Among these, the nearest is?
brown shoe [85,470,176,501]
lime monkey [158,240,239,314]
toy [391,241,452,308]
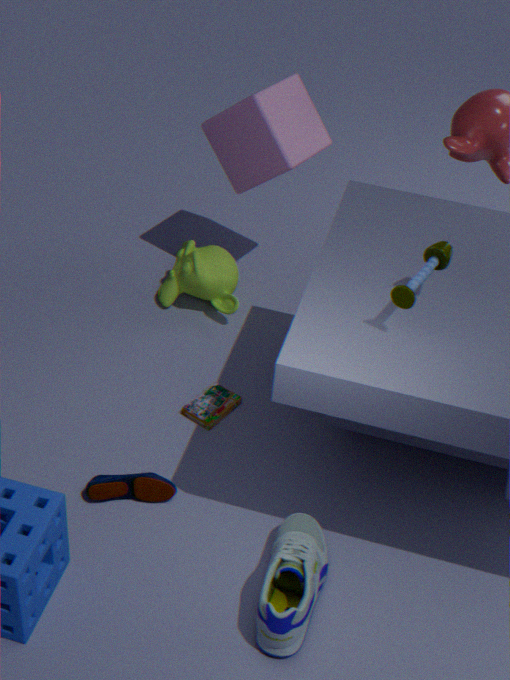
toy [391,241,452,308]
